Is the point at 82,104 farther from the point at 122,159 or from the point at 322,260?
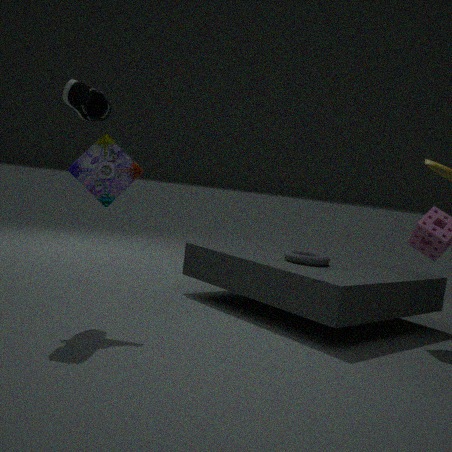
the point at 322,260
